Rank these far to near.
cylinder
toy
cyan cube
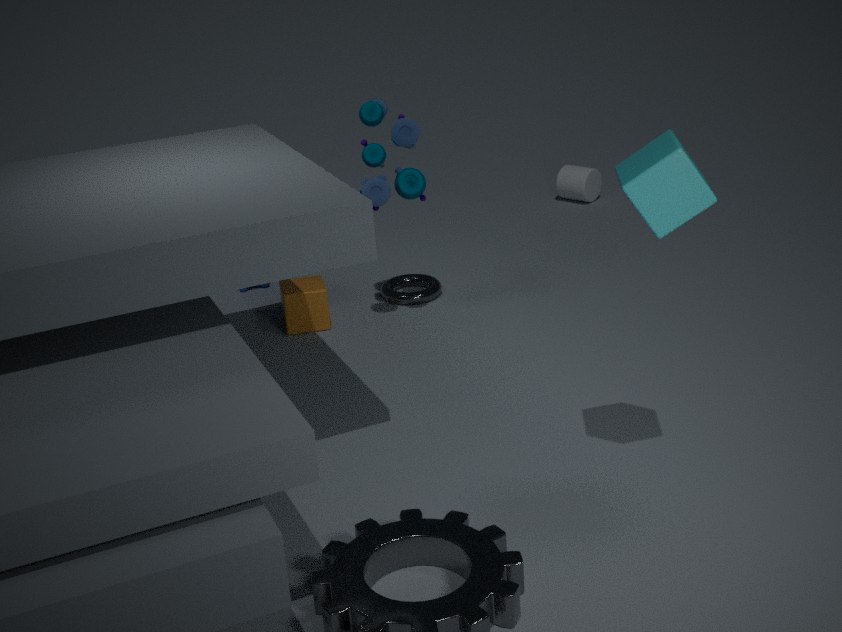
cylinder
toy
cyan cube
